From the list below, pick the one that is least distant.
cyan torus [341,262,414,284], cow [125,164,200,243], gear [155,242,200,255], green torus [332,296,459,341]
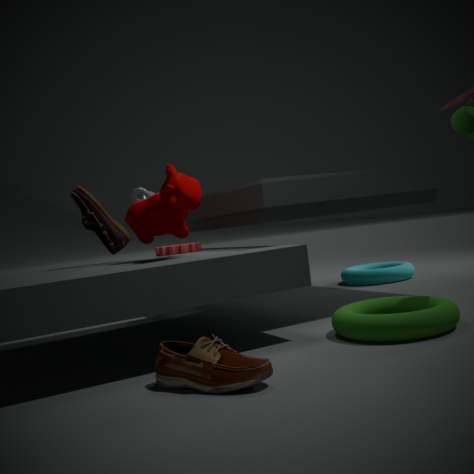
green torus [332,296,459,341]
